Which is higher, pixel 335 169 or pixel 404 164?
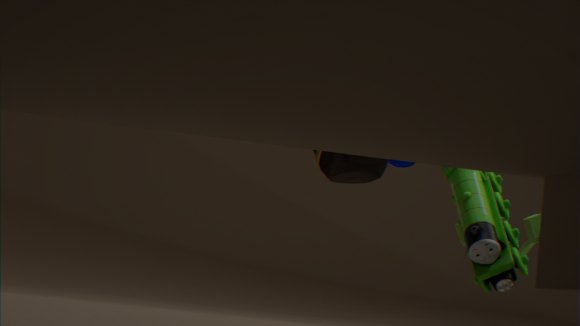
pixel 404 164
